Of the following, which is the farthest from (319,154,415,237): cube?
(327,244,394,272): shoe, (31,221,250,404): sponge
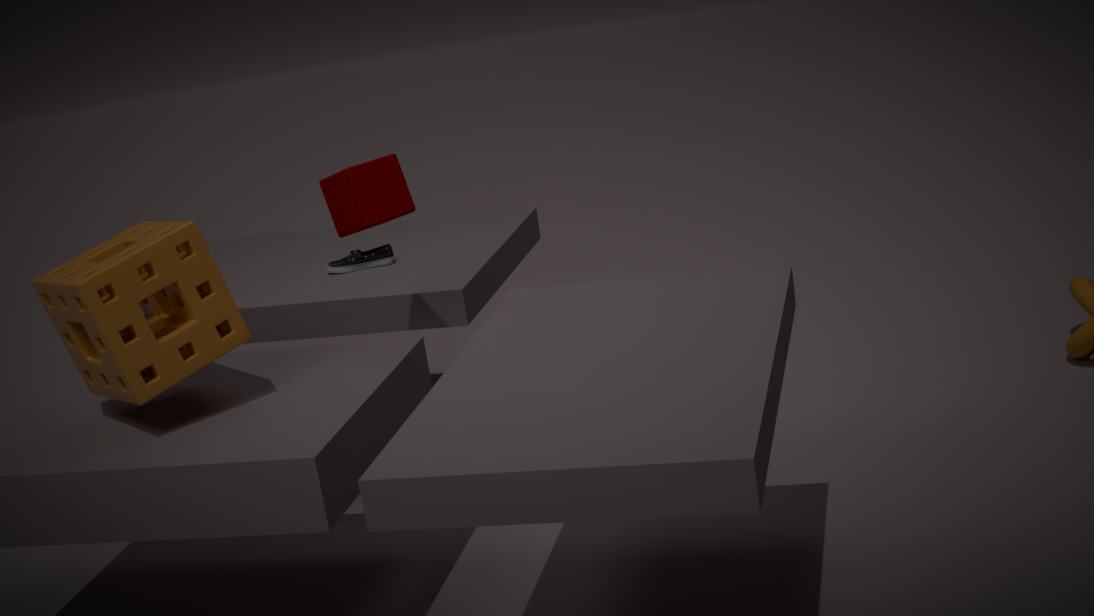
(327,244,394,272): shoe
